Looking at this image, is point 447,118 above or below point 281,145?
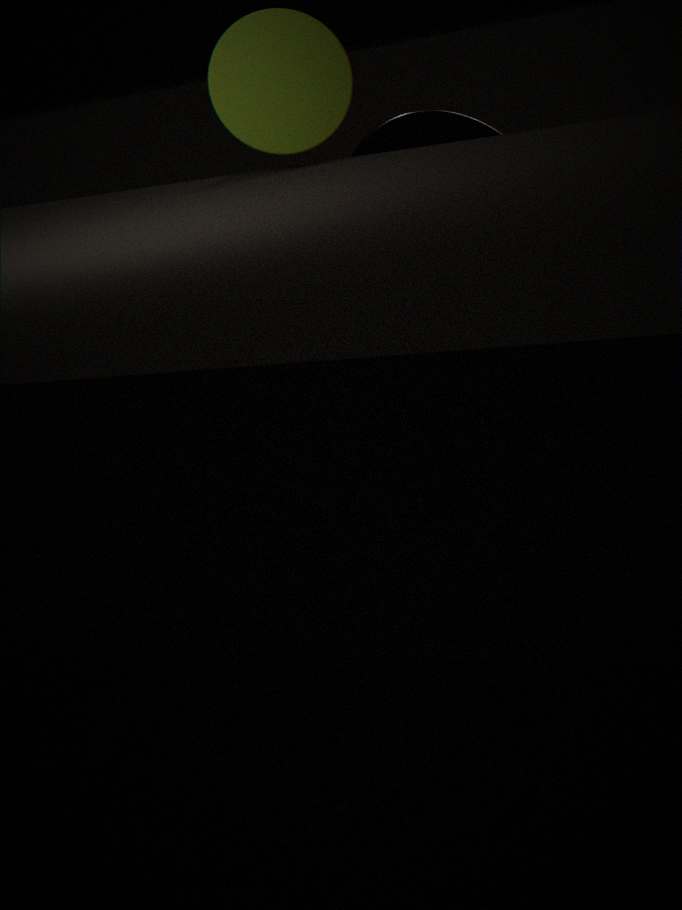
below
